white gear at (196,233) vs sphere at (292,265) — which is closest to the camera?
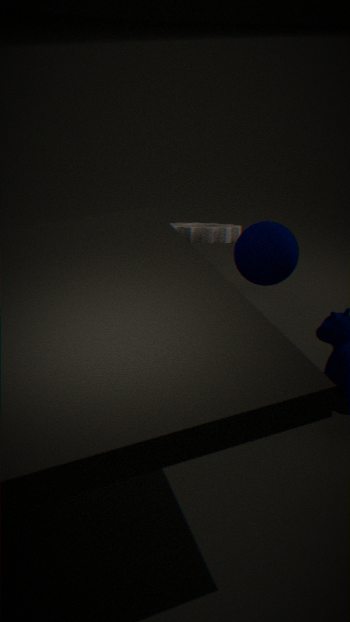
sphere at (292,265)
